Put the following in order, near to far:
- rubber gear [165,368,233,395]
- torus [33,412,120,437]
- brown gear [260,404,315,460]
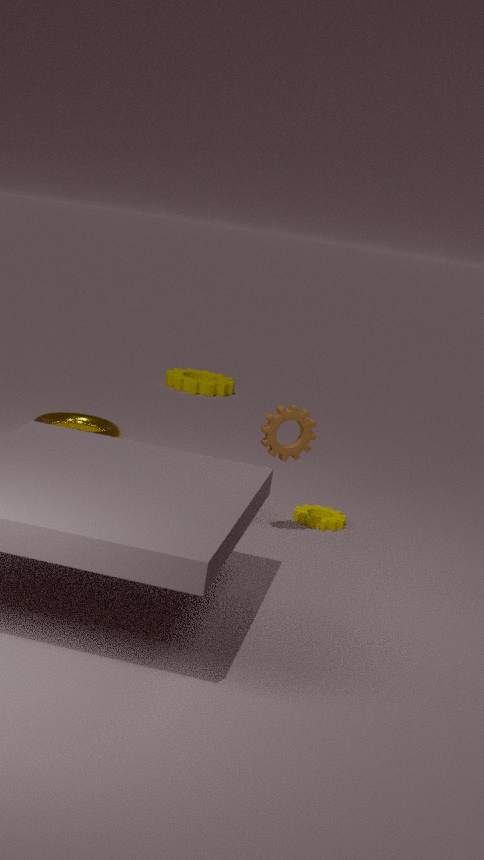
brown gear [260,404,315,460], torus [33,412,120,437], rubber gear [165,368,233,395]
